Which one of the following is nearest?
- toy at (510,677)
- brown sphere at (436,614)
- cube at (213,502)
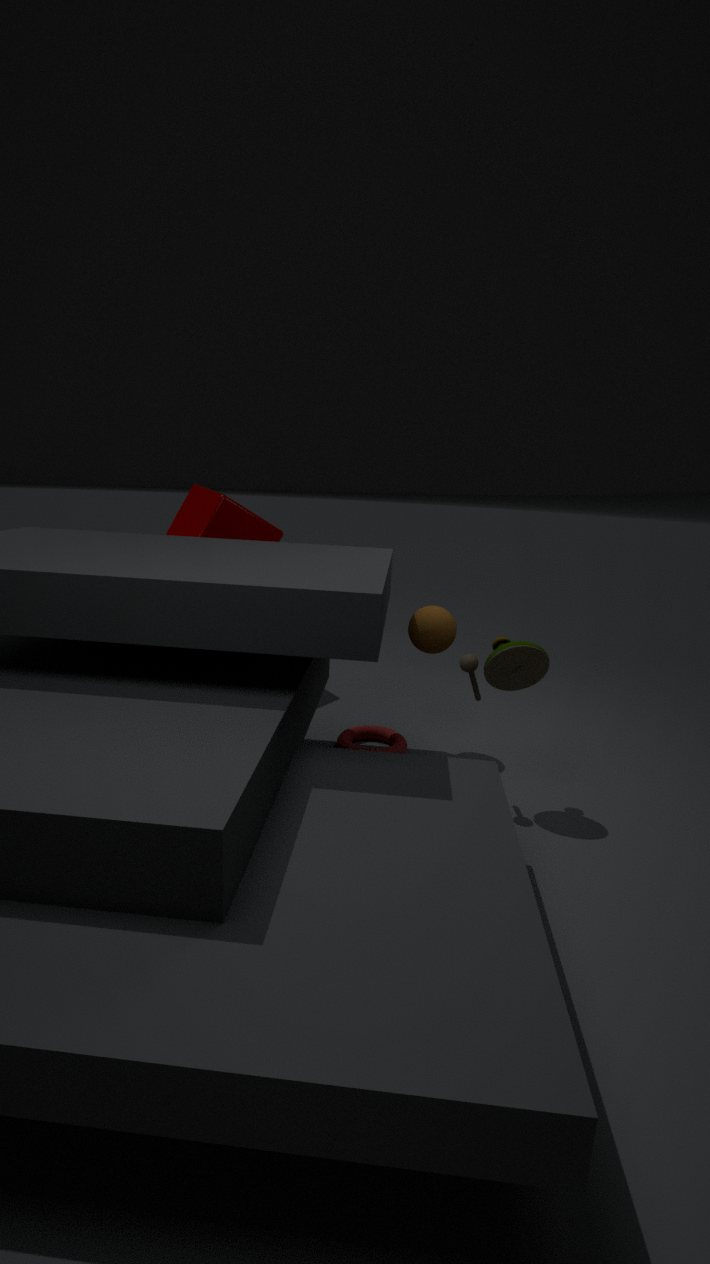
toy at (510,677)
